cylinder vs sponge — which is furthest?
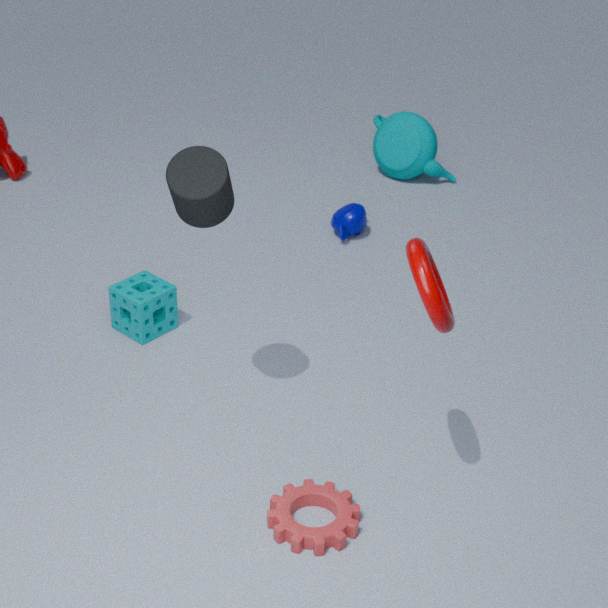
sponge
